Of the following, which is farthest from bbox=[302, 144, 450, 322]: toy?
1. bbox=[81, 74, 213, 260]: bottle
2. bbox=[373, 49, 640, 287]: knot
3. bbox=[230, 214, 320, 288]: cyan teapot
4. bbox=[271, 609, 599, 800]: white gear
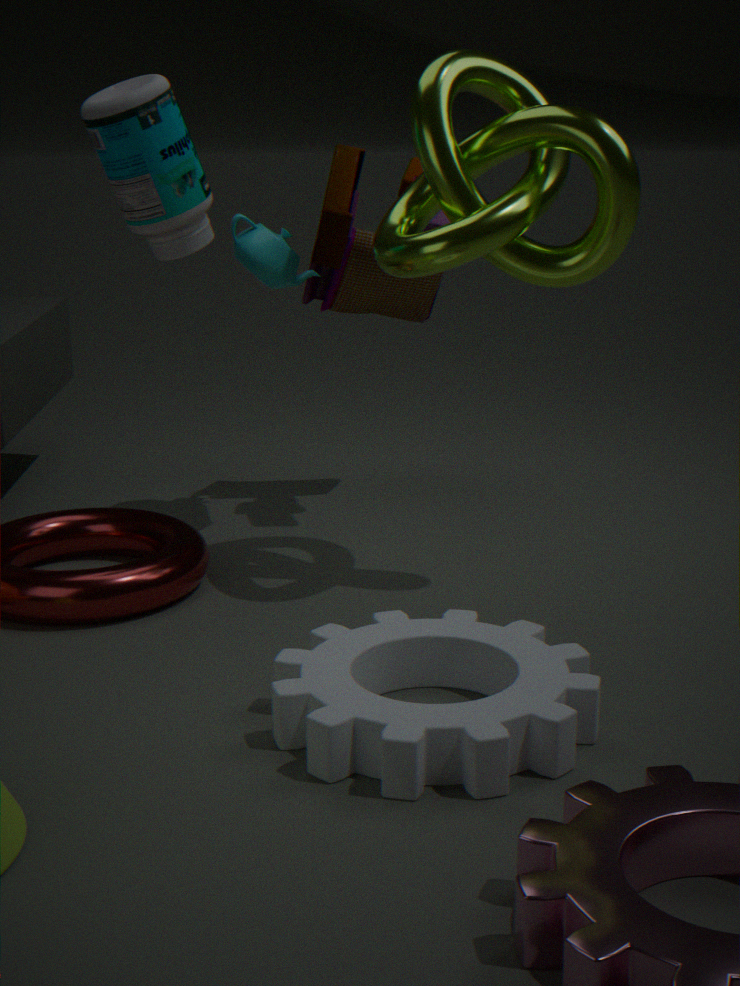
bbox=[271, 609, 599, 800]: white gear
